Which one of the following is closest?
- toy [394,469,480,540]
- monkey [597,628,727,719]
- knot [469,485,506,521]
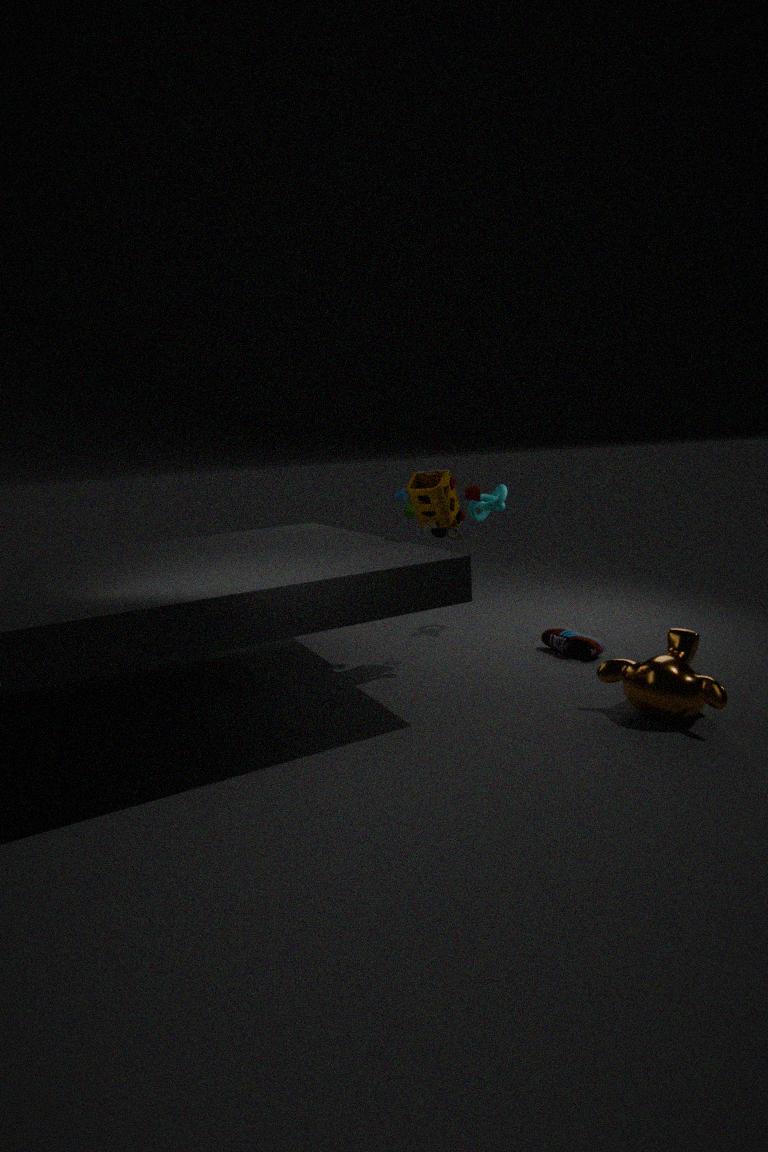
monkey [597,628,727,719]
